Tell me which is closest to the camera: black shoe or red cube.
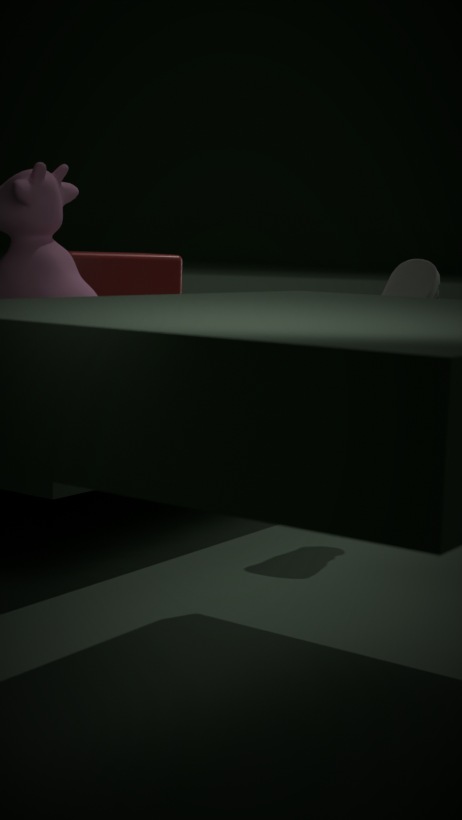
black shoe
